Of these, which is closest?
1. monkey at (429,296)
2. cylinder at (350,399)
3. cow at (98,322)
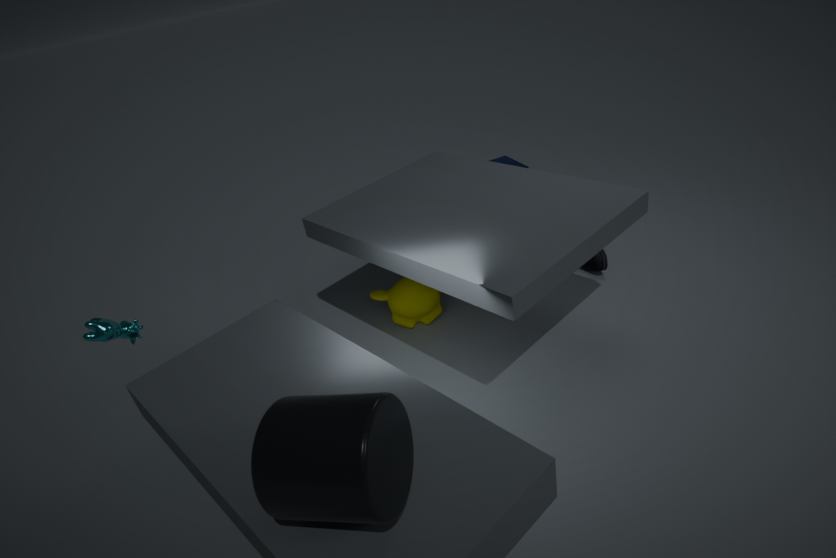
cylinder at (350,399)
